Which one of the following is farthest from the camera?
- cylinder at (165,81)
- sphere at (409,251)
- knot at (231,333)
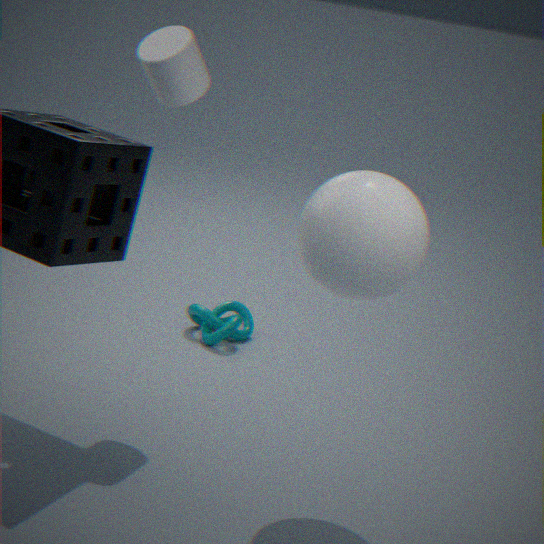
knot at (231,333)
